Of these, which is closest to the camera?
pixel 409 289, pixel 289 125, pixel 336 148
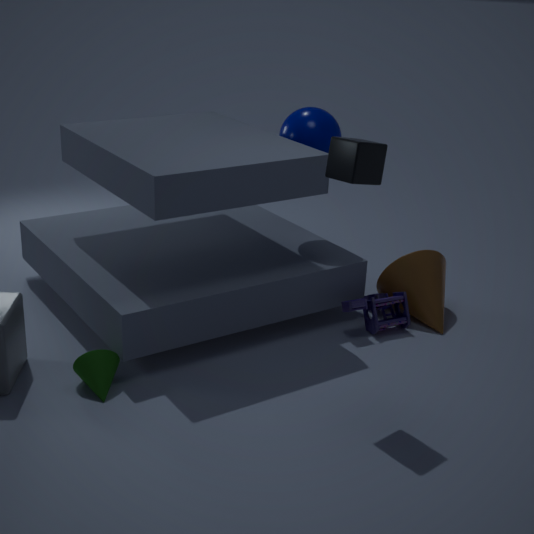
pixel 336 148
